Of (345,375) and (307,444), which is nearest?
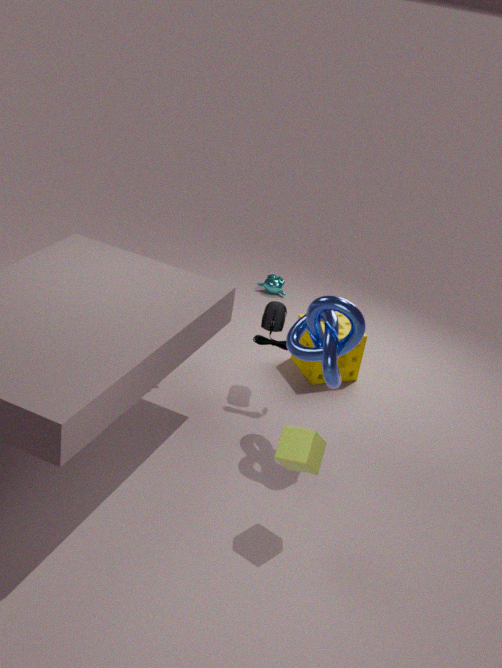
(307,444)
